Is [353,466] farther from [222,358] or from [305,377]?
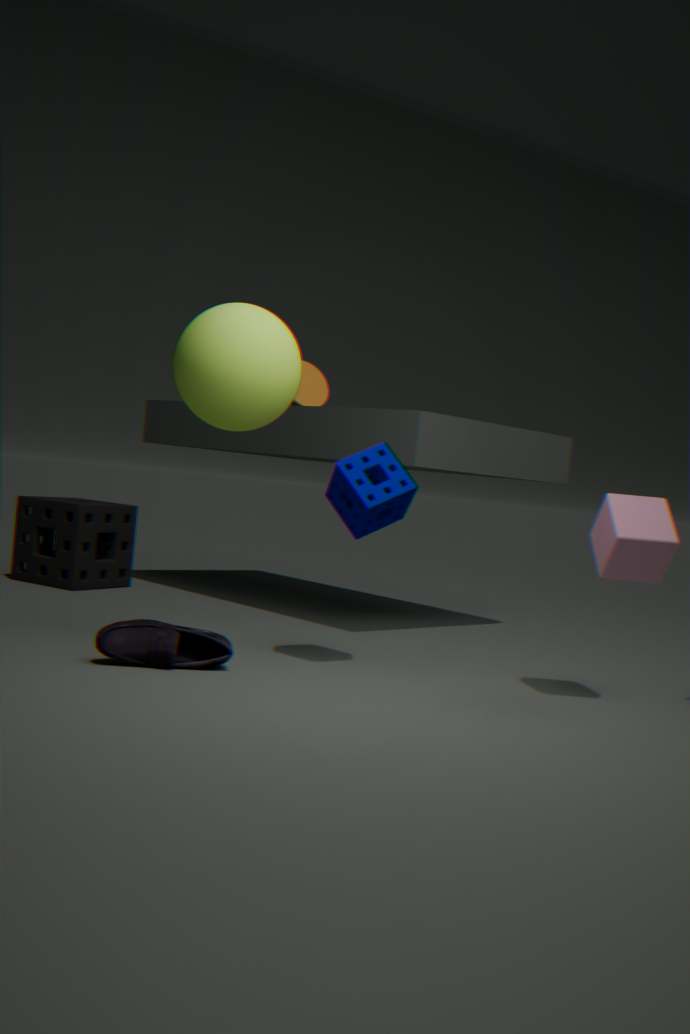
[305,377]
